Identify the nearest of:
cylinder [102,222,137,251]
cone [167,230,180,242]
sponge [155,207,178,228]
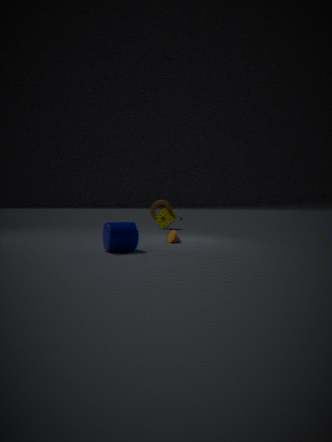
cylinder [102,222,137,251]
